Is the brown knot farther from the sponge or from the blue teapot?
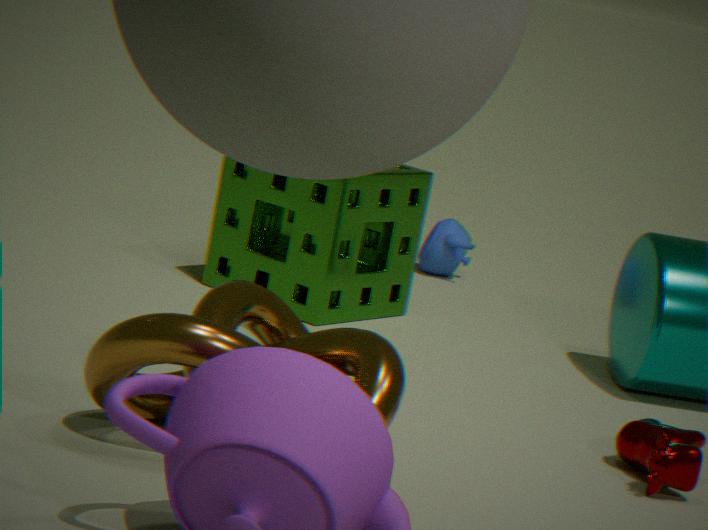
the blue teapot
